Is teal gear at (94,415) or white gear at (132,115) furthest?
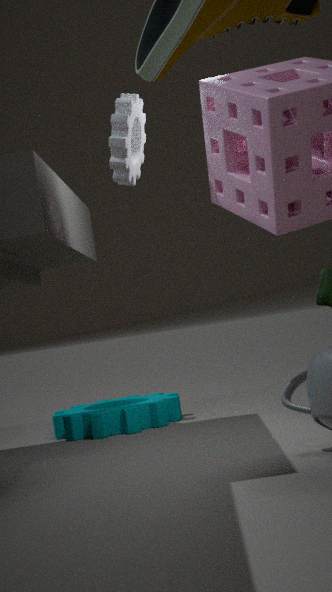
teal gear at (94,415)
